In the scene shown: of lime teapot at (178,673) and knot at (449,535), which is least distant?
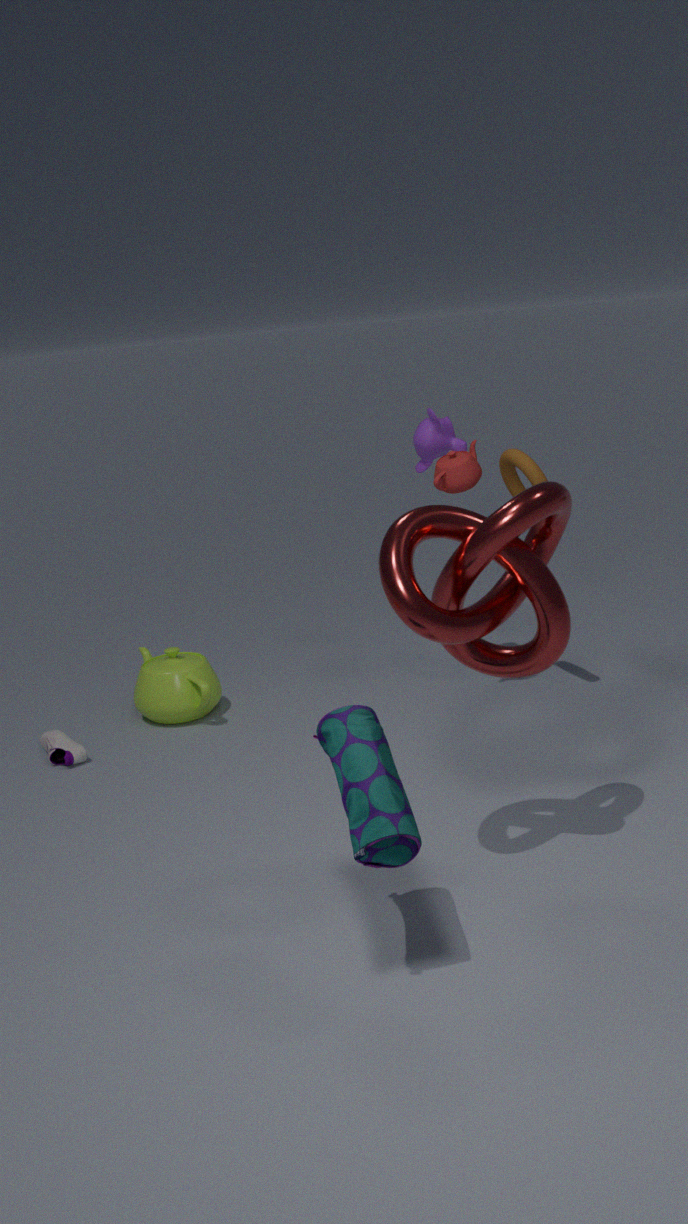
knot at (449,535)
